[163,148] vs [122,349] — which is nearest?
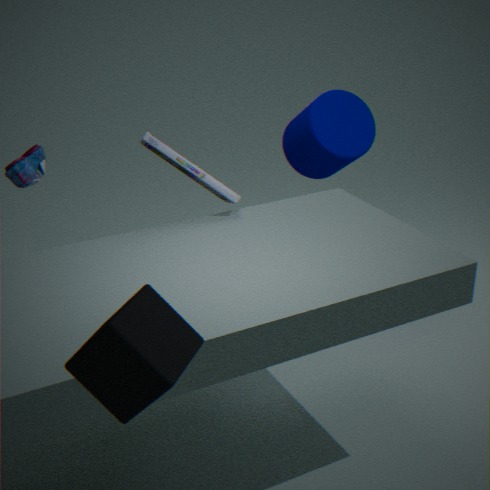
[122,349]
